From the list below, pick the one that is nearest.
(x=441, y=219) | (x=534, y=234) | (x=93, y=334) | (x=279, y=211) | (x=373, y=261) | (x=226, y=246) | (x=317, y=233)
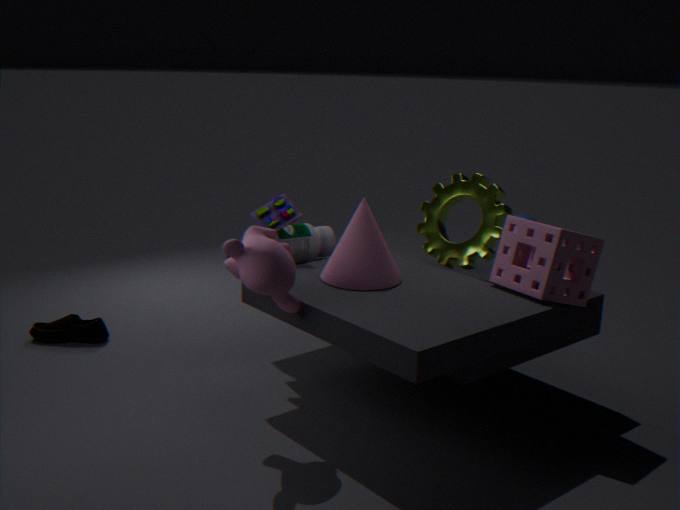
(x=226, y=246)
